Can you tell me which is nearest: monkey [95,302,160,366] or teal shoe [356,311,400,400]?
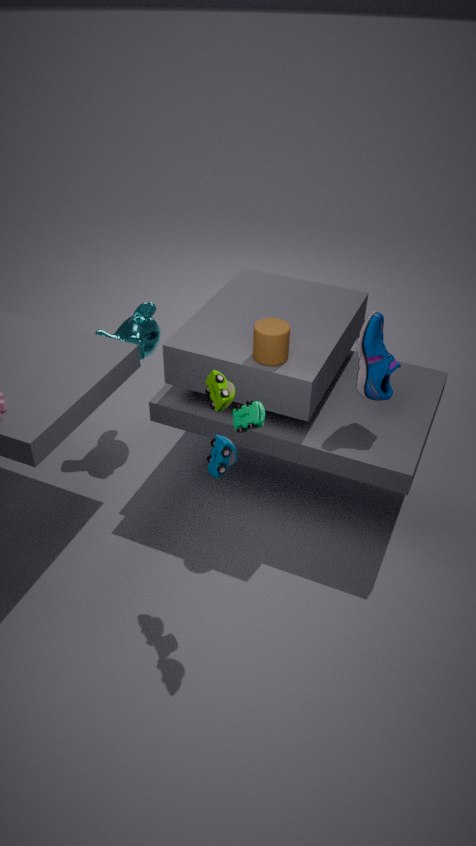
teal shoe [356,311,400,400]
